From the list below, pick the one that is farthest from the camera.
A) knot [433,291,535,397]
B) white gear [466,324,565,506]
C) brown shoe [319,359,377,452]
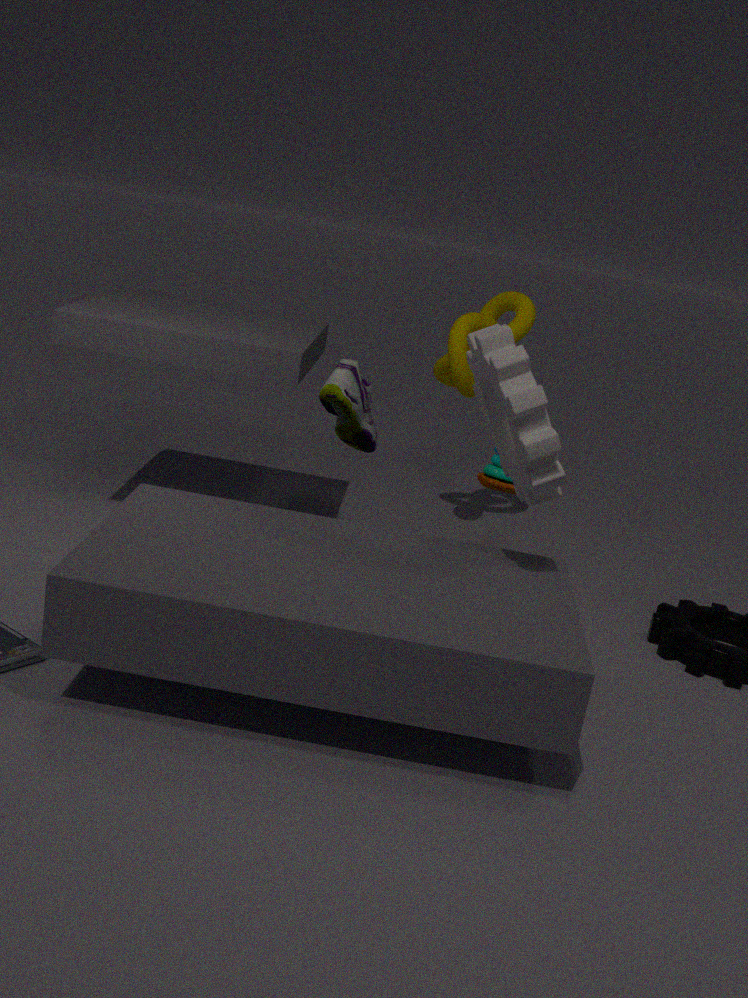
knot [433,291,535,397]
